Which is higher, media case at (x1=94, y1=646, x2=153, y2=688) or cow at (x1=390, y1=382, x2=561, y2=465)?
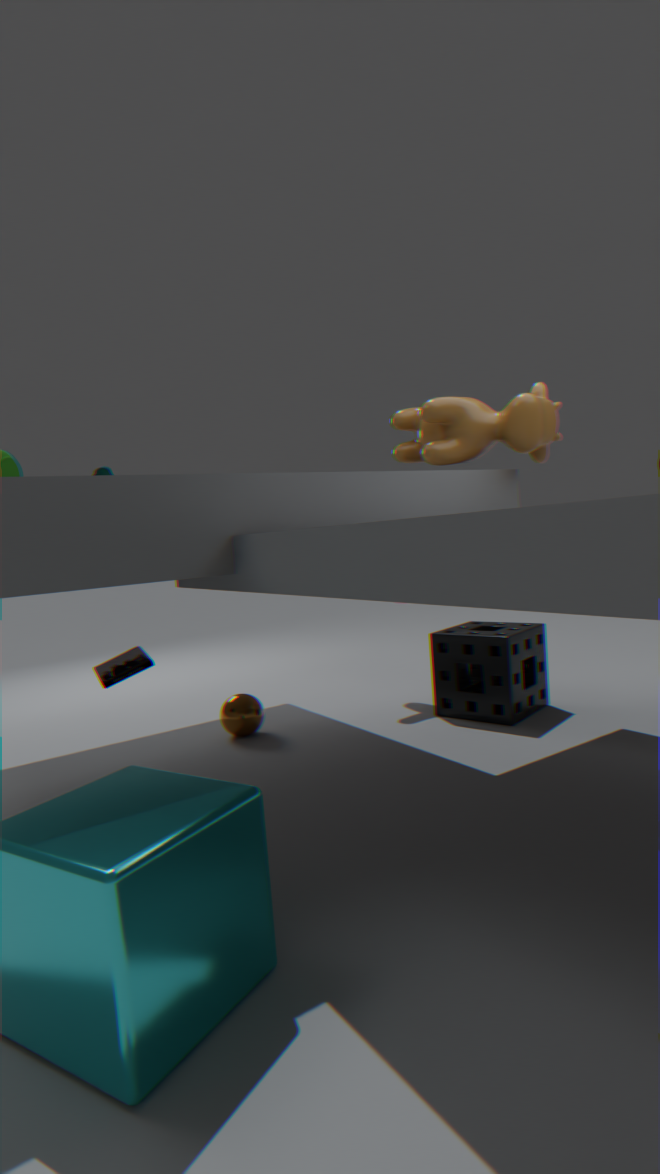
cow at (x1=390, y1=382, x2=561, y2=465)
